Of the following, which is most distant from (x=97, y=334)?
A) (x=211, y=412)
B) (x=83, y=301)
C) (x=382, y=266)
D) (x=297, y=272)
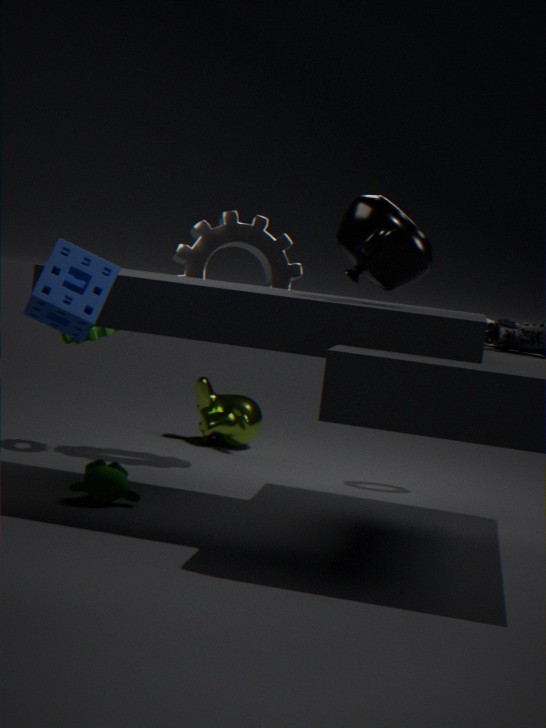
(x=83, y=301)
